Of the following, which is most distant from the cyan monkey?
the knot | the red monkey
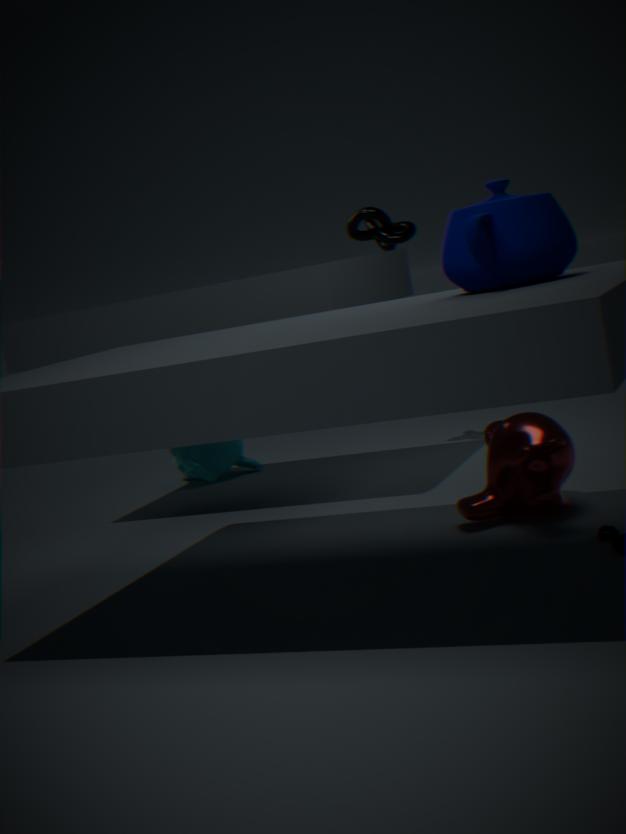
the red monkey
